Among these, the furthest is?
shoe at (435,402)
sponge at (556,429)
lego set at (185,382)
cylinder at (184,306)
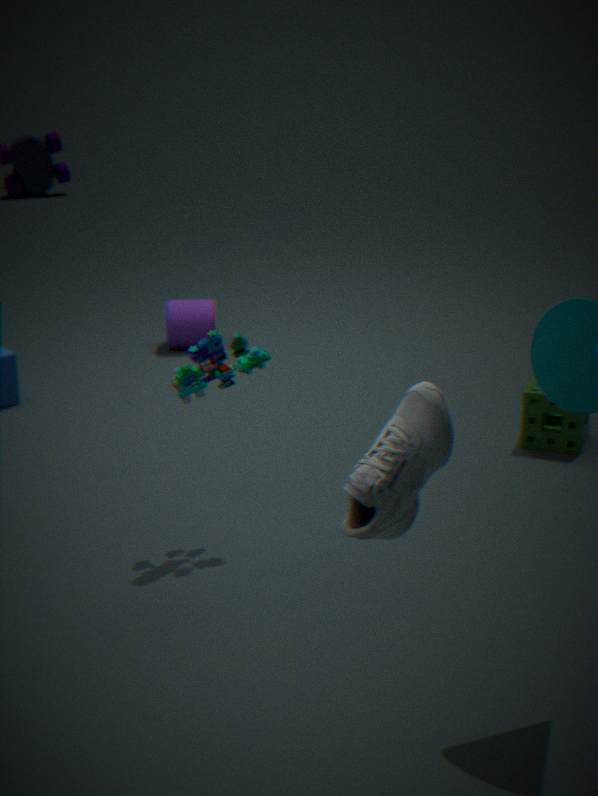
cylinder at (184,306)
